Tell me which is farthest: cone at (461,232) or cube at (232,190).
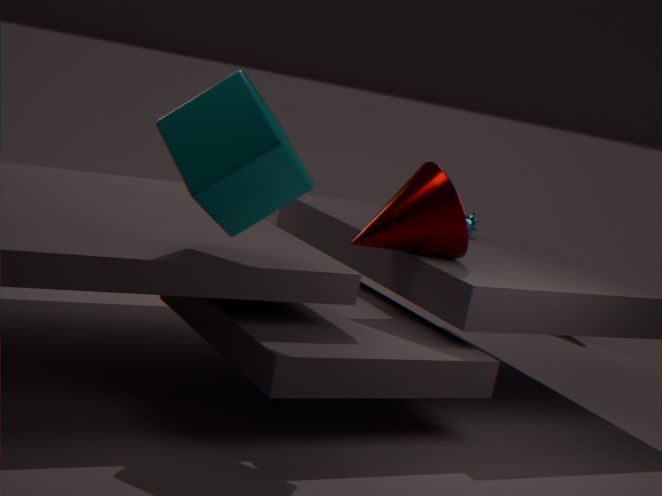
cone at (461,232)
